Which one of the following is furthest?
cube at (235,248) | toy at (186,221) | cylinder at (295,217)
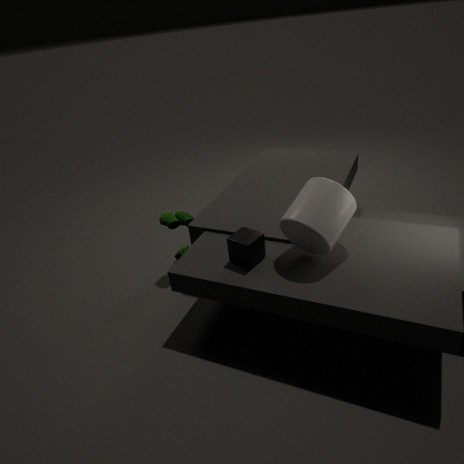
toy at (186,221)
